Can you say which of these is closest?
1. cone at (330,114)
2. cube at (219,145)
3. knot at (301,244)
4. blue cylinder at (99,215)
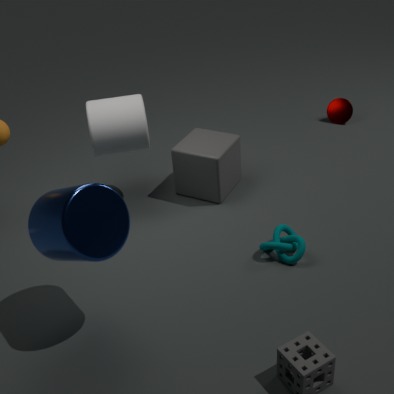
blue cylinder at (99,215)
